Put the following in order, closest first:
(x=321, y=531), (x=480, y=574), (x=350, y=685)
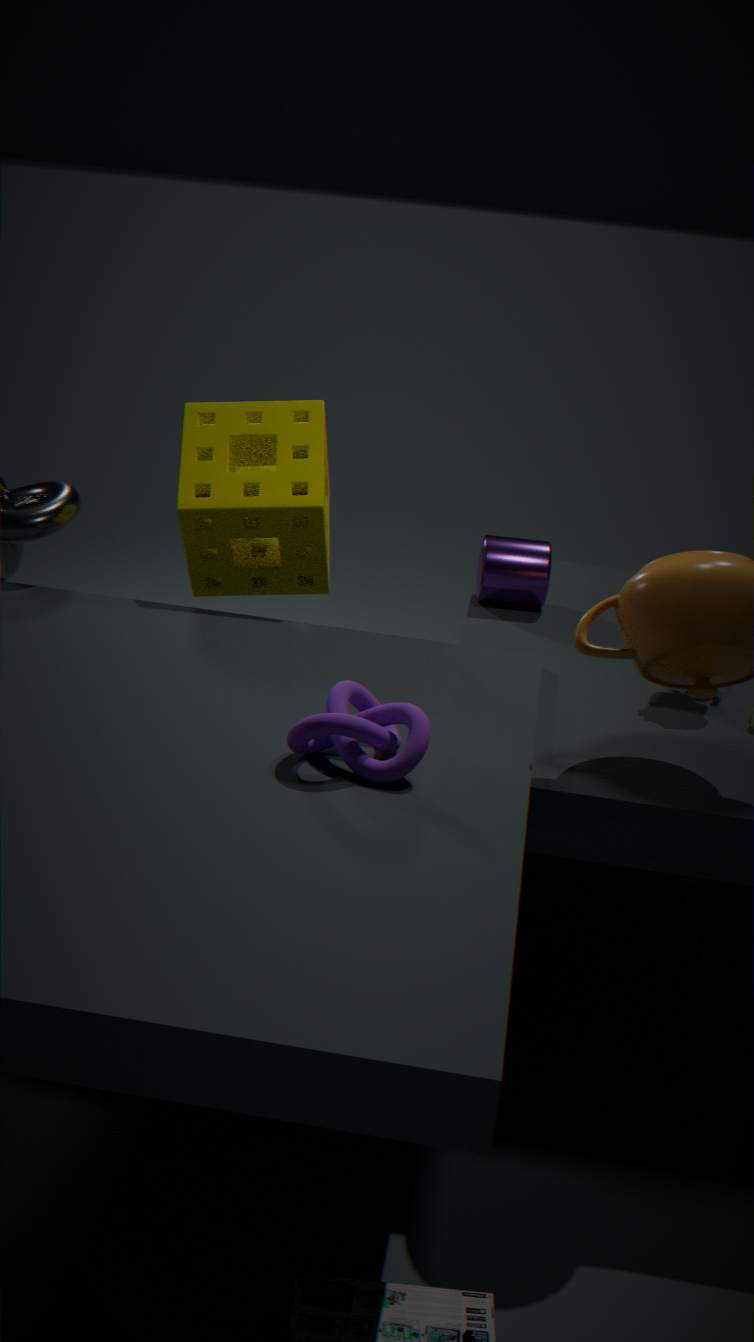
1. (x=350, y=685)
2. (x=321, y=531)
3. (x=480, y=574)
